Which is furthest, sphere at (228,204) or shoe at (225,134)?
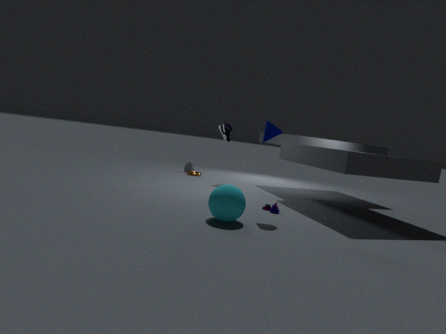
shoe at (225,134)
